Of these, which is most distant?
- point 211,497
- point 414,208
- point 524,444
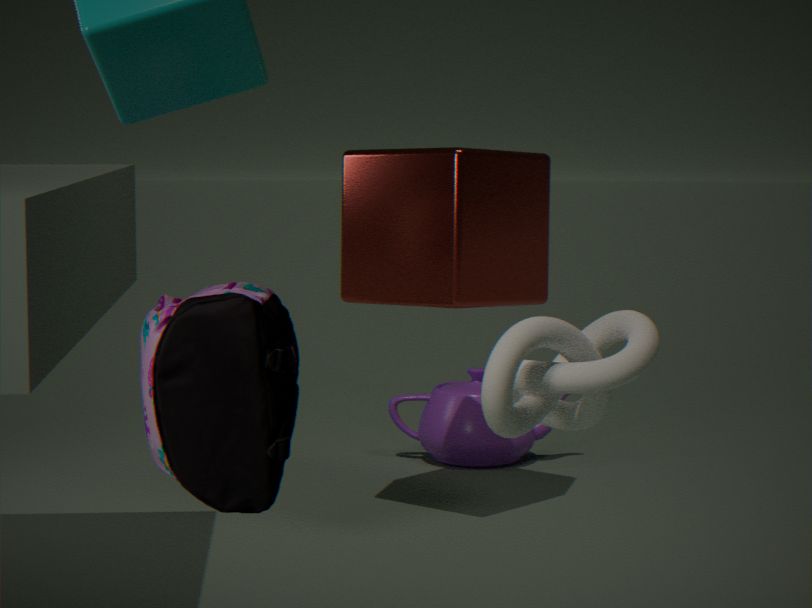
point 524,444
